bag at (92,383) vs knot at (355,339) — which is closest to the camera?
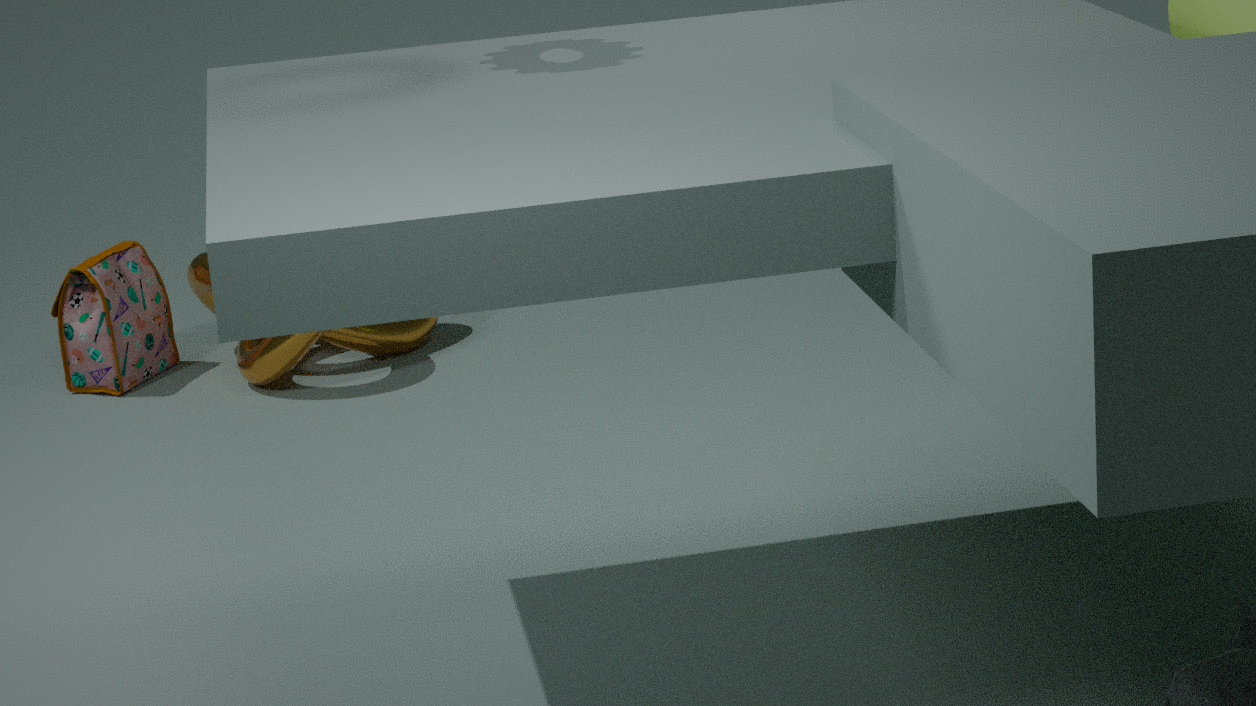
knot at (355,339)
